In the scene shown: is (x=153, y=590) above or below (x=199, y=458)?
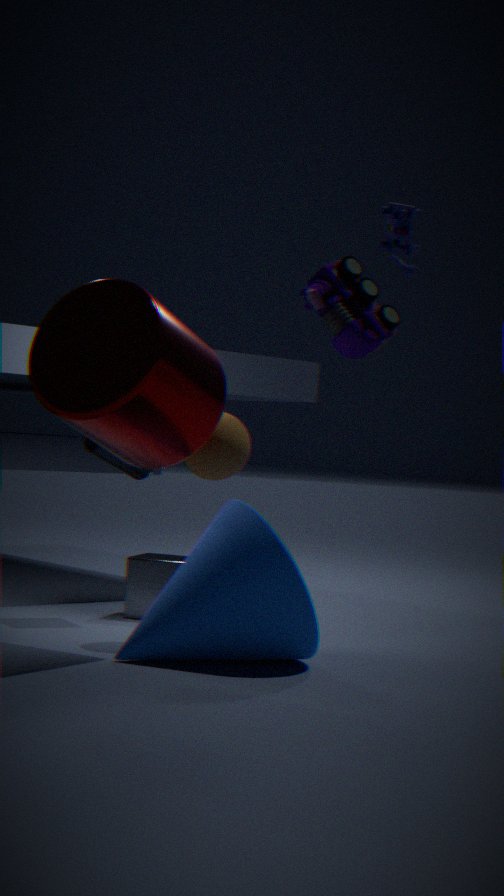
below
